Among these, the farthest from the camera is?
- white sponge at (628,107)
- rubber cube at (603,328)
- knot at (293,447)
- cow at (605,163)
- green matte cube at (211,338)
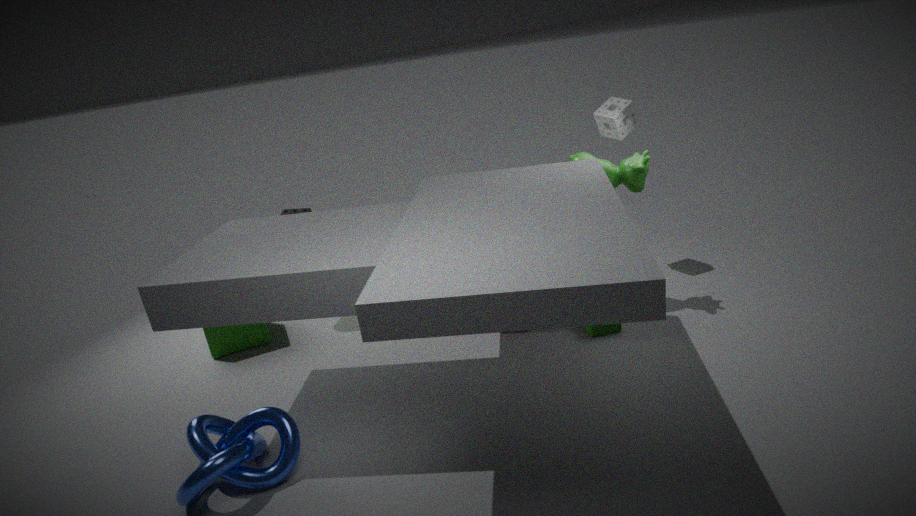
white sponge at (628,107)
